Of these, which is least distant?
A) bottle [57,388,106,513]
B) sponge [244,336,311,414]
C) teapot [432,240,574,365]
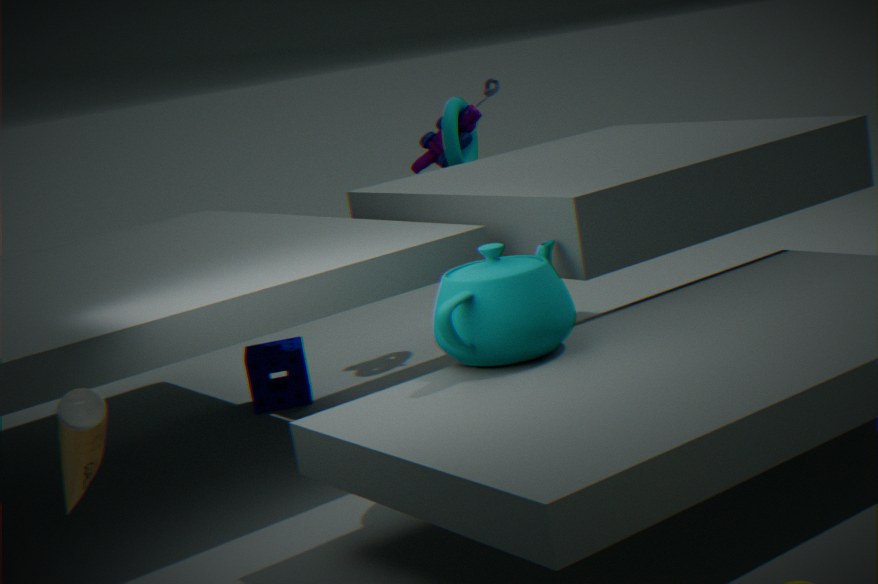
bottle [57,388,106,513]
